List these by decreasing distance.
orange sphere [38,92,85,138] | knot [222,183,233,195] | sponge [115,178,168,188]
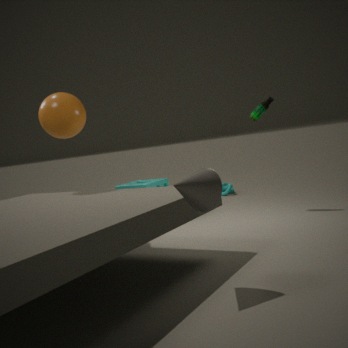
knot [222,183,233,195]
sponge [115,178,168,188]
orange sphere [38,92,85,138]
